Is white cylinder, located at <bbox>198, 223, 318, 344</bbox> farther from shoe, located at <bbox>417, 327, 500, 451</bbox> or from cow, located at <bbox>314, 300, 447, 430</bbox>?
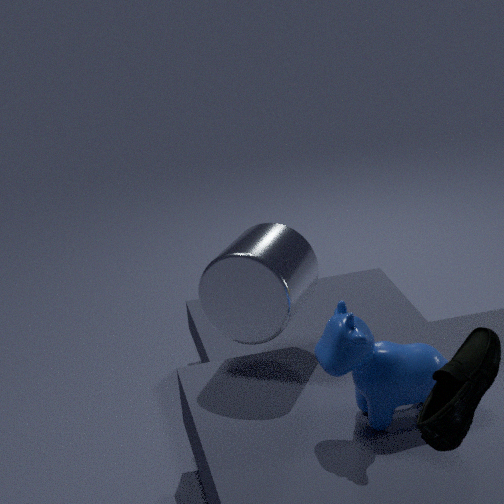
shoe, located at <bbox>417, 327, 500, 451</bbox>
